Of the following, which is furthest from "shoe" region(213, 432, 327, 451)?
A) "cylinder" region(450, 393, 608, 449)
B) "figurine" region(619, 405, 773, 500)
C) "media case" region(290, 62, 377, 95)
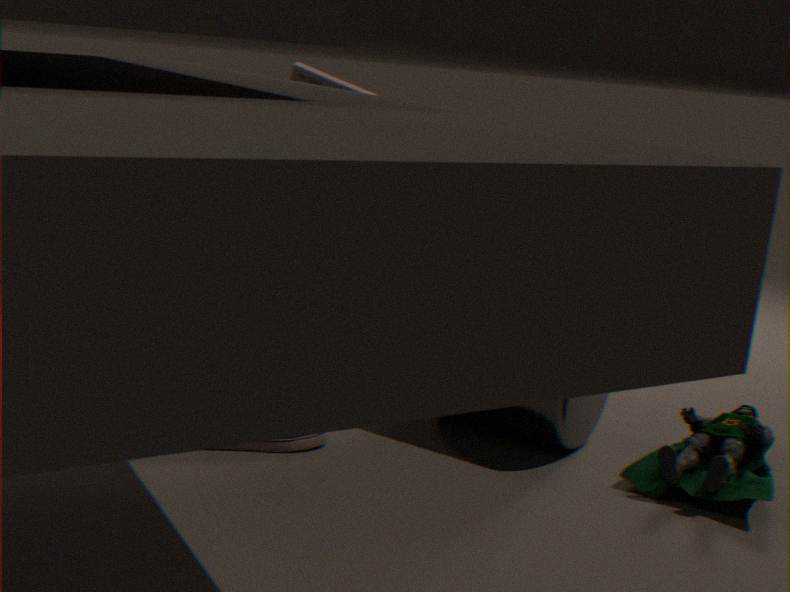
"media case" region(290, 62, 377, 95)
